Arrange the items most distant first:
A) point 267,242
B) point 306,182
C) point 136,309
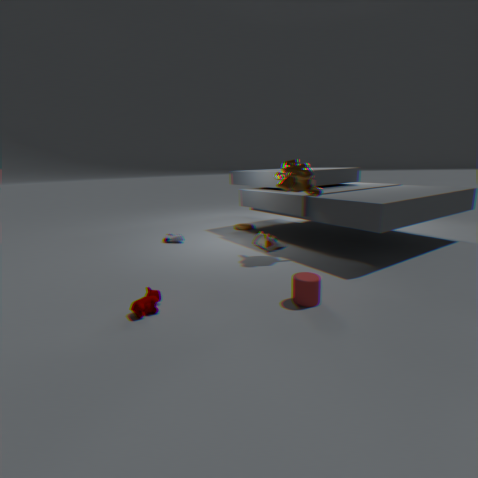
point 267,242, point 306,182, point 136,309
